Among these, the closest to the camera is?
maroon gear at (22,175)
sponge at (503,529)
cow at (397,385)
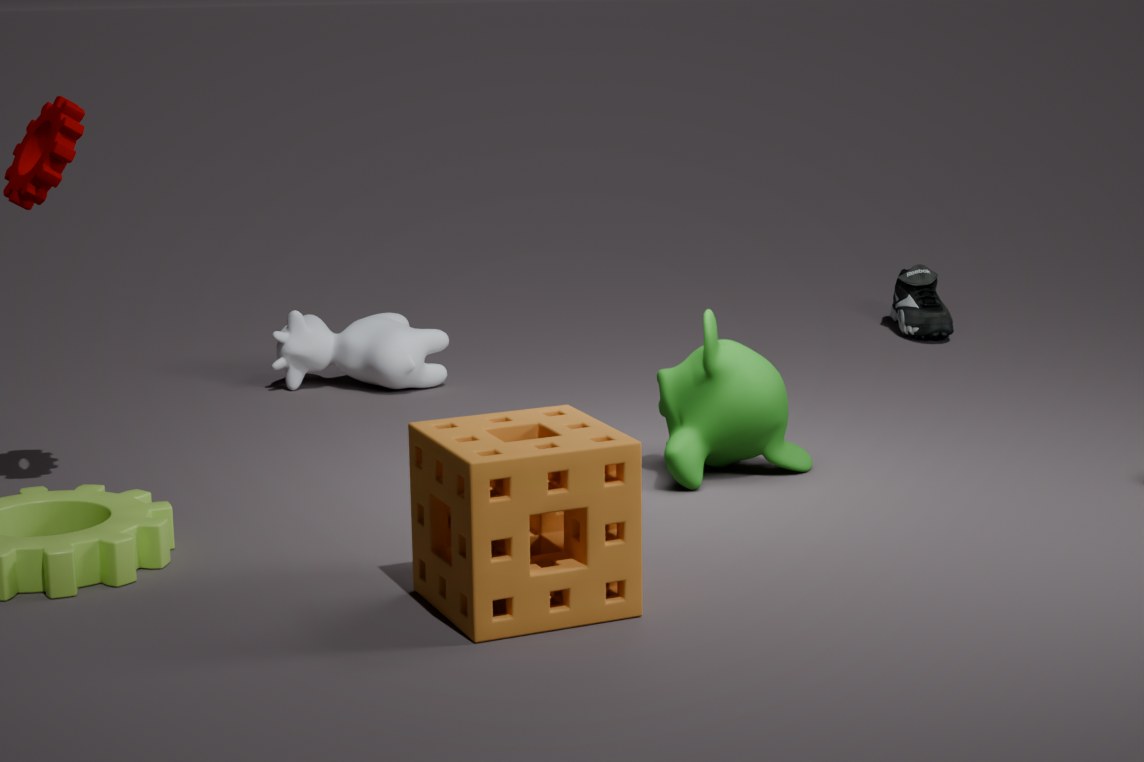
sponge at (503,529)
